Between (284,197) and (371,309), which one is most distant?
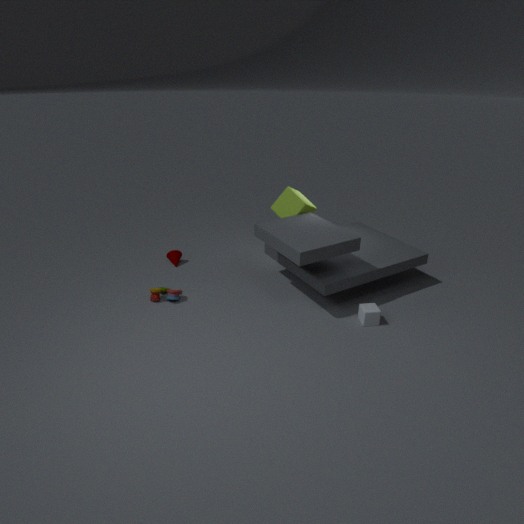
(284,197)
